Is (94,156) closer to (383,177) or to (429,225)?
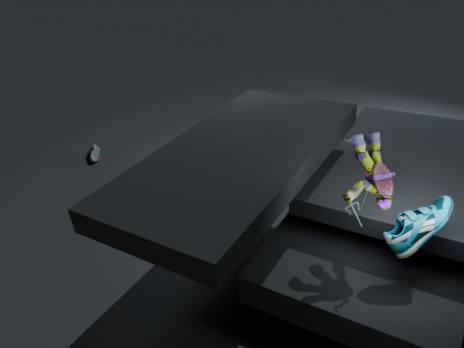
(383,177)
